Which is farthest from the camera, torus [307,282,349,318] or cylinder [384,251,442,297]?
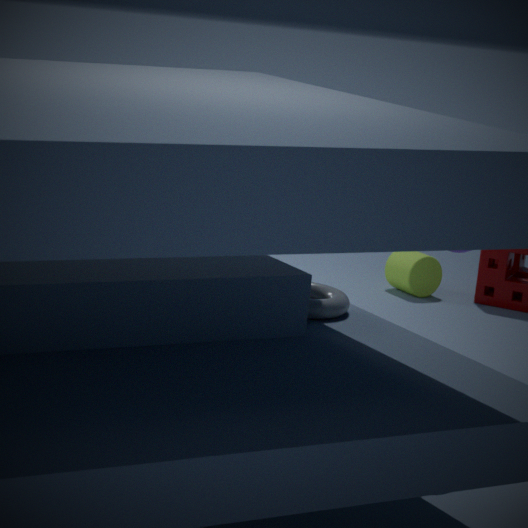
cylinder [384,251,442,297]
